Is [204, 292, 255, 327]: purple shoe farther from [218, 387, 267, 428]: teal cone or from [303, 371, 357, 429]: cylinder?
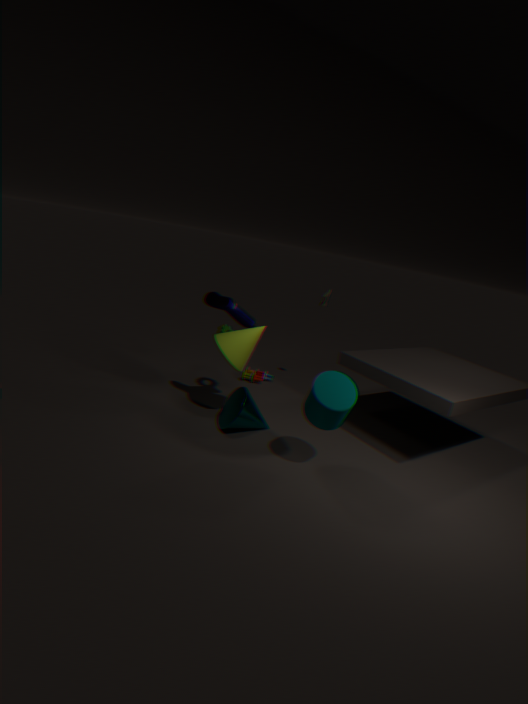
[303, 371, 357, 429]: cylinder
